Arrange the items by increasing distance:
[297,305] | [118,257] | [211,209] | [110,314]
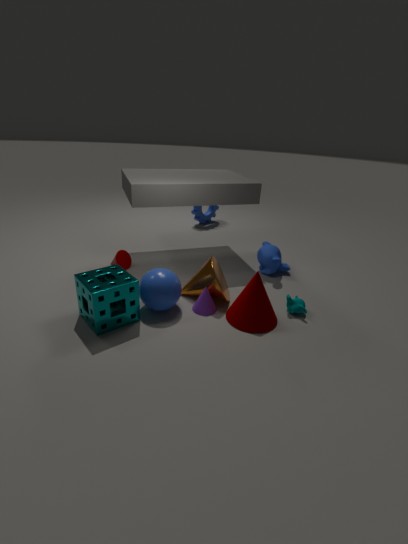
1. [110,314]
2. [297,305]
3. [118,257]
4. [211,209]
